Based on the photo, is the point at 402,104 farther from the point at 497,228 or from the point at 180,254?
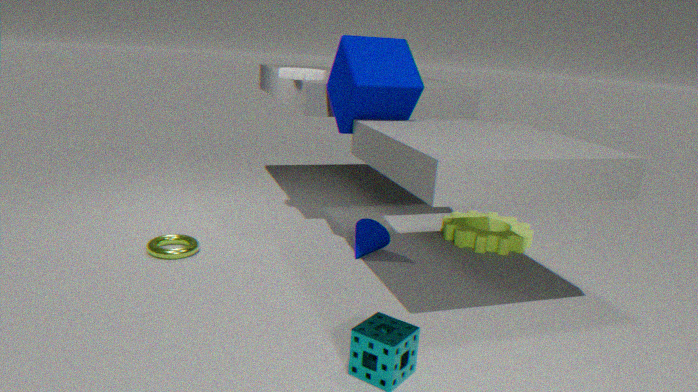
the point at 180,254
